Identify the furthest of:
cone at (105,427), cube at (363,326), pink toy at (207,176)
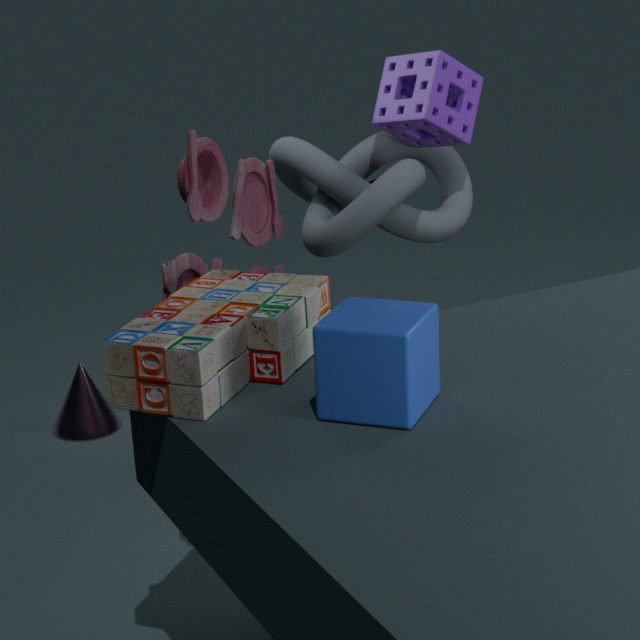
cone at (105,427)
